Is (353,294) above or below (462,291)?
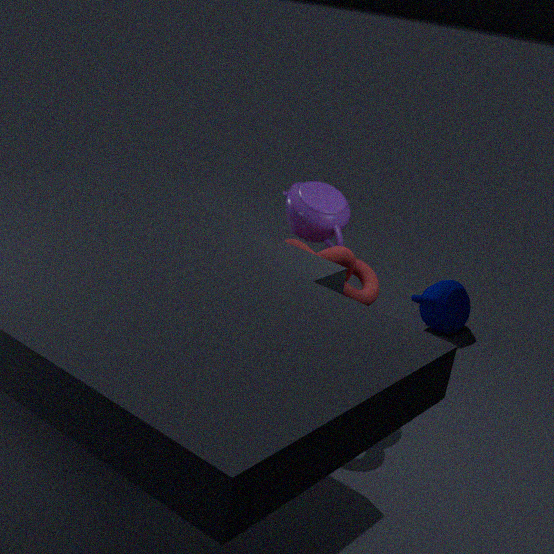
above
